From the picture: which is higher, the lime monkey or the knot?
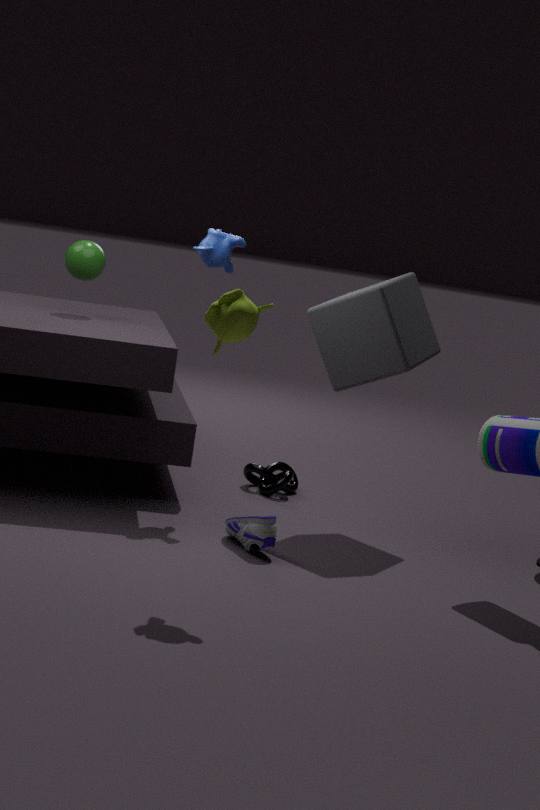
the lime monkey
